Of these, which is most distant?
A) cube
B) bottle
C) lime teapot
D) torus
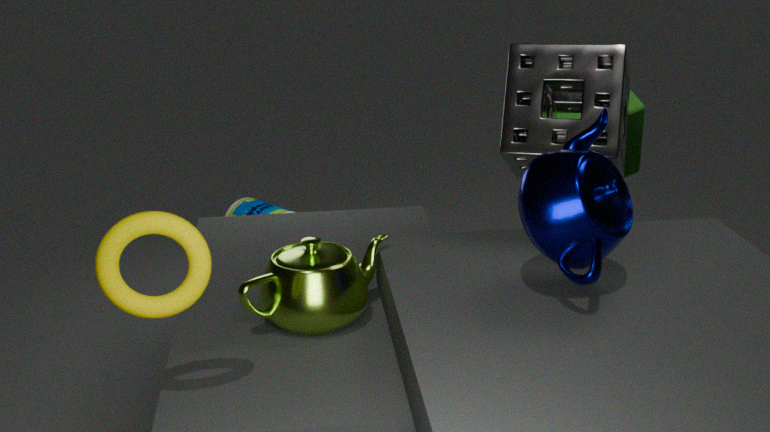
bottle
